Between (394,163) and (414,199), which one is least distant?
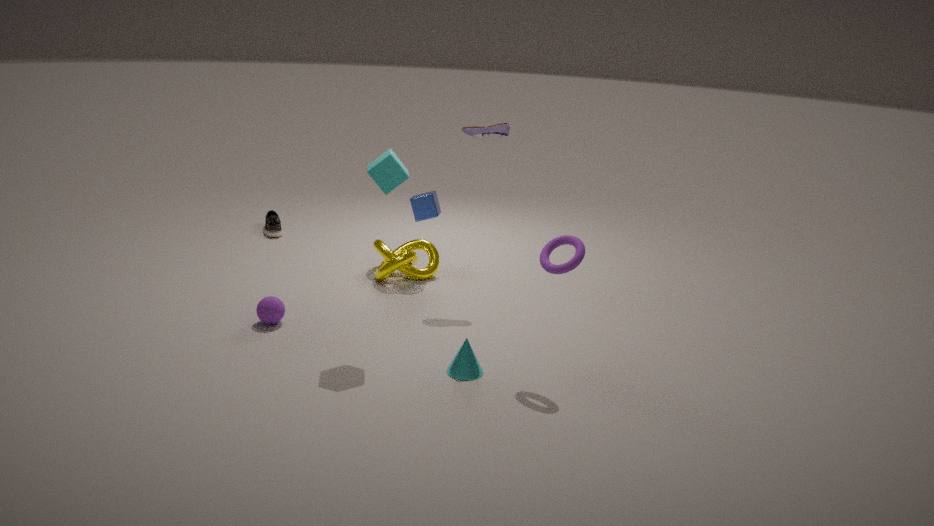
(394,163)
